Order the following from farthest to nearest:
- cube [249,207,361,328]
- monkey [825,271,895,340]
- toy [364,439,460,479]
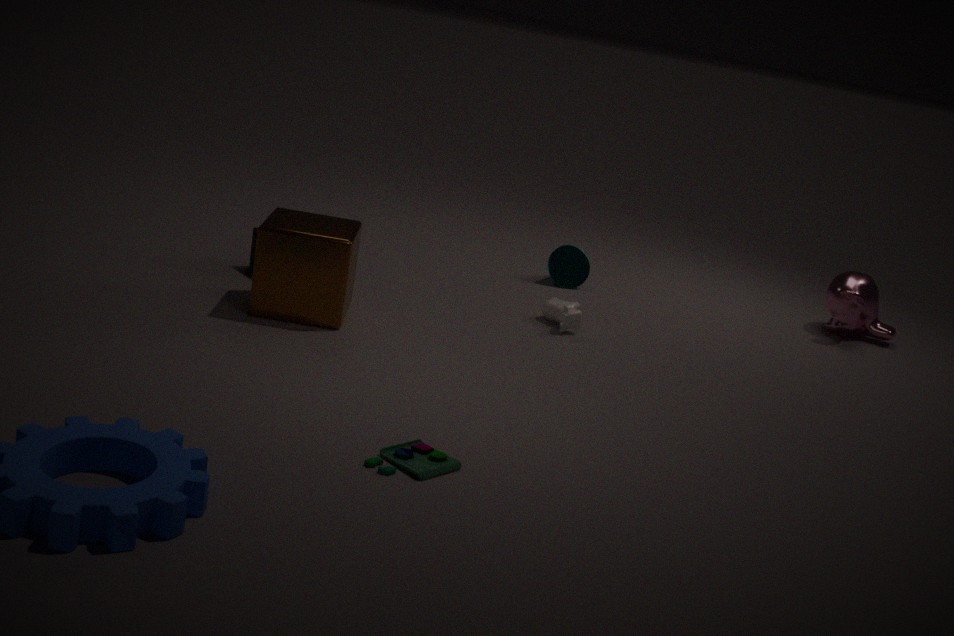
1. monkey [825,271,895,340]
2. cube [249,207,361,328]
3. toy [364,439,460,479]
